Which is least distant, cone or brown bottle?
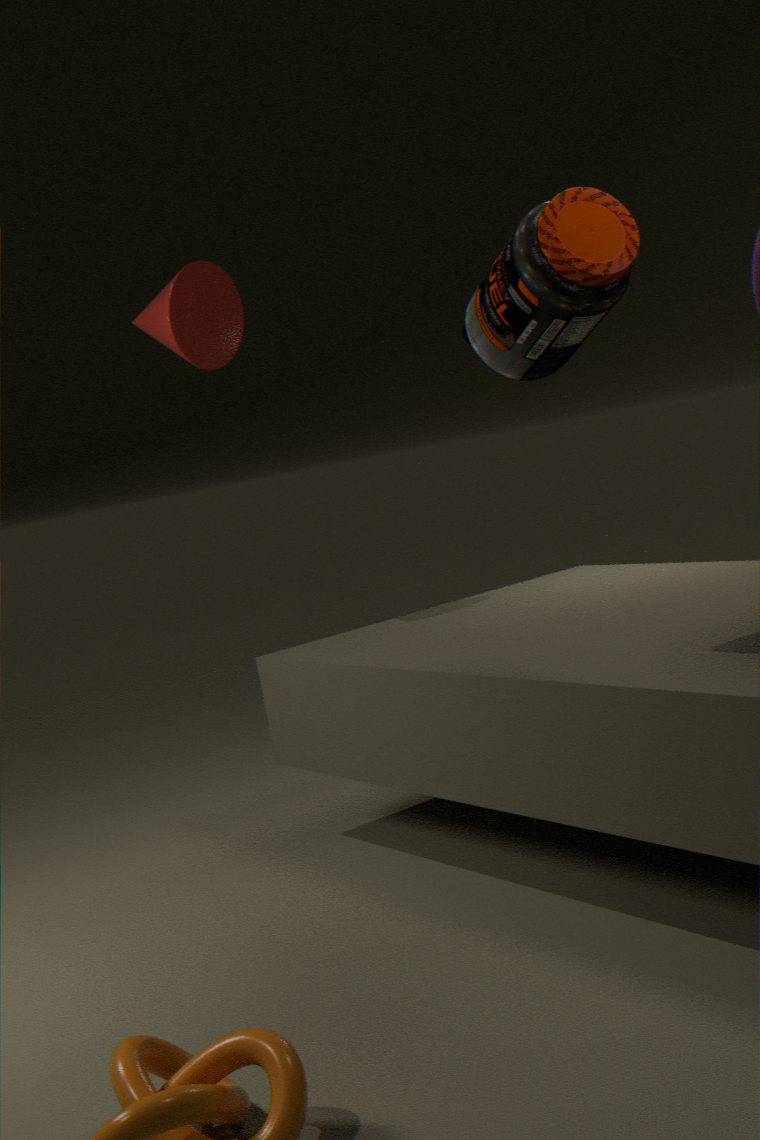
brown bottle
